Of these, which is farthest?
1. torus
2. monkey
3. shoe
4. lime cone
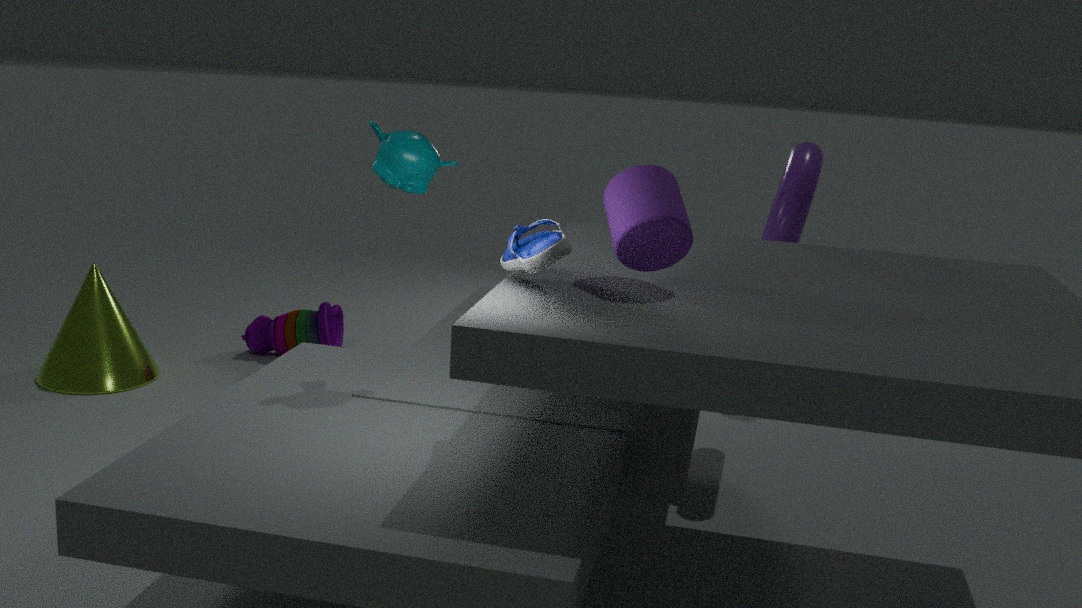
lime cone
